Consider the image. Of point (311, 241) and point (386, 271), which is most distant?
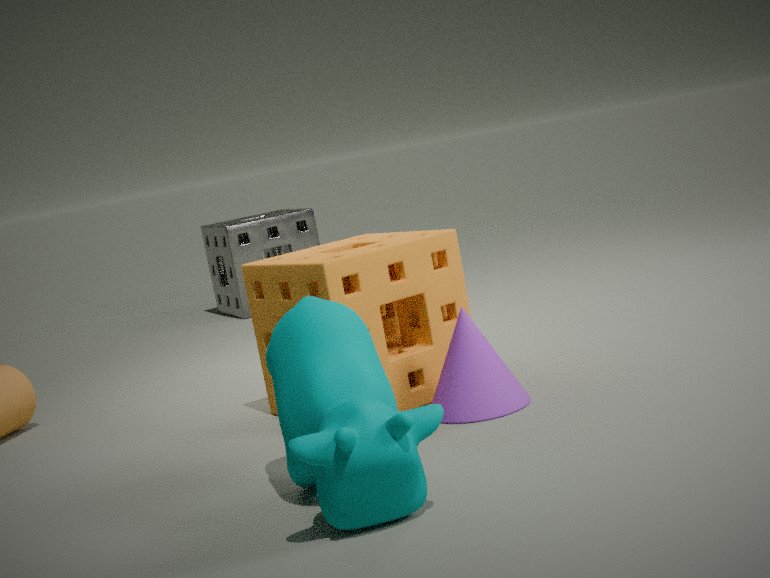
point (311, 241)
